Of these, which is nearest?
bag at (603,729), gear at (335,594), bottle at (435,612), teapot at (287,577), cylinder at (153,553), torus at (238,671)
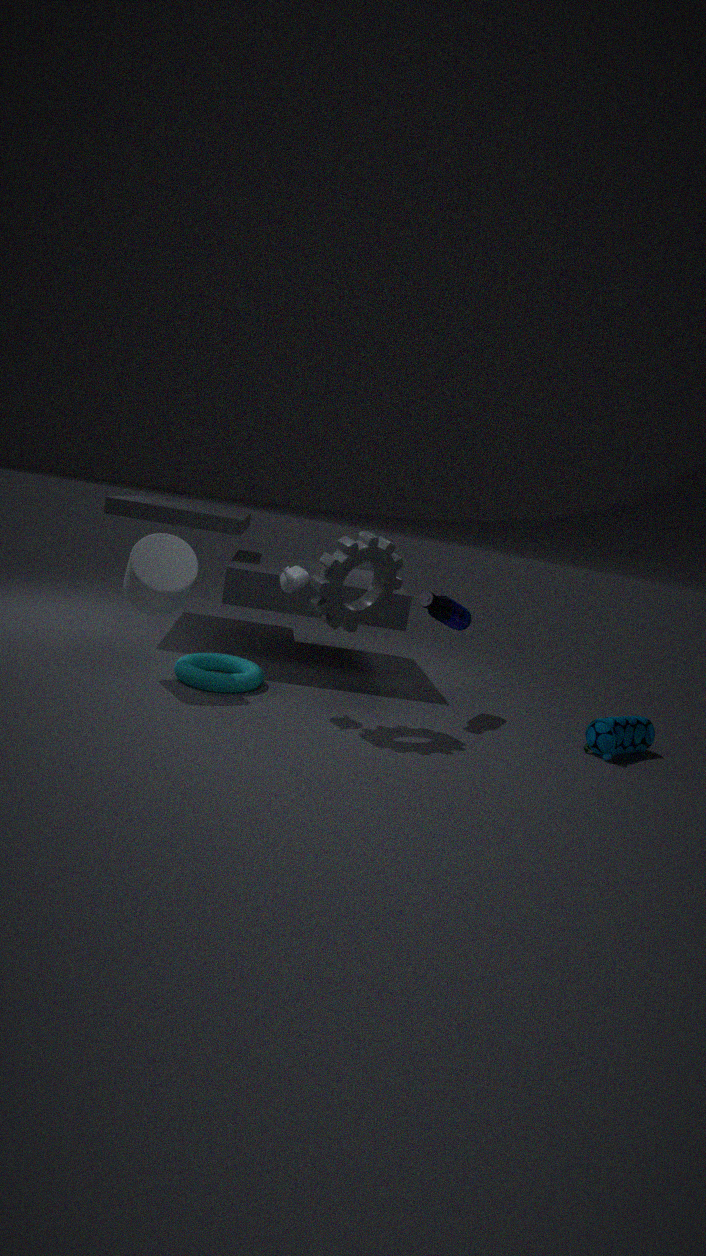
gear at (335,594)
